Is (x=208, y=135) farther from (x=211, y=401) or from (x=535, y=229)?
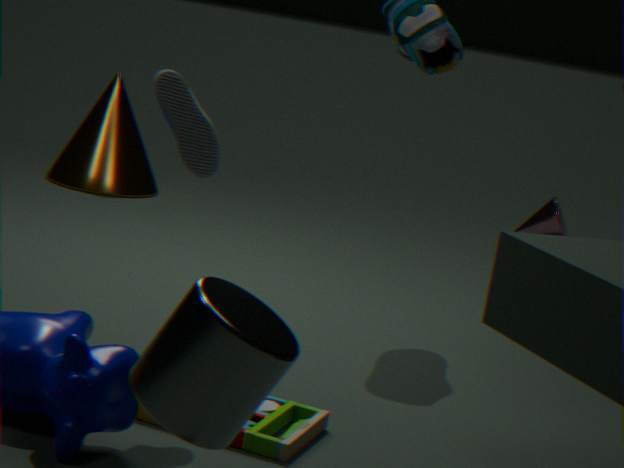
(x=535, y=229)
